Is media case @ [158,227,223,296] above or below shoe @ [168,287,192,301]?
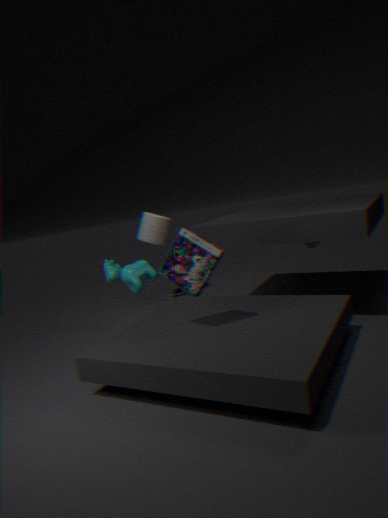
above
